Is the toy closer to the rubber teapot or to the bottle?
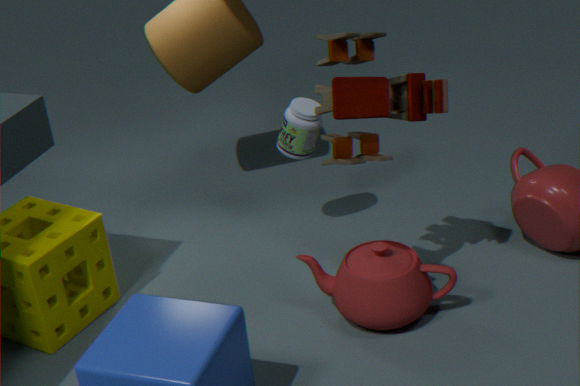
the rubber teapot
